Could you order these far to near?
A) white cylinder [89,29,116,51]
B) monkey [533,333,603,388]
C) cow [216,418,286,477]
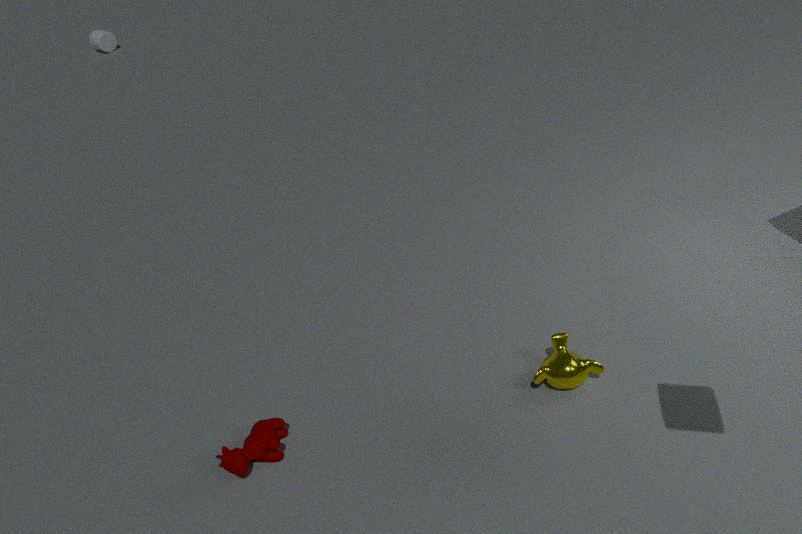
white cylinder [89,29,116,51] < monkey [533,333,603,388] < cow [216,418,286,477]
